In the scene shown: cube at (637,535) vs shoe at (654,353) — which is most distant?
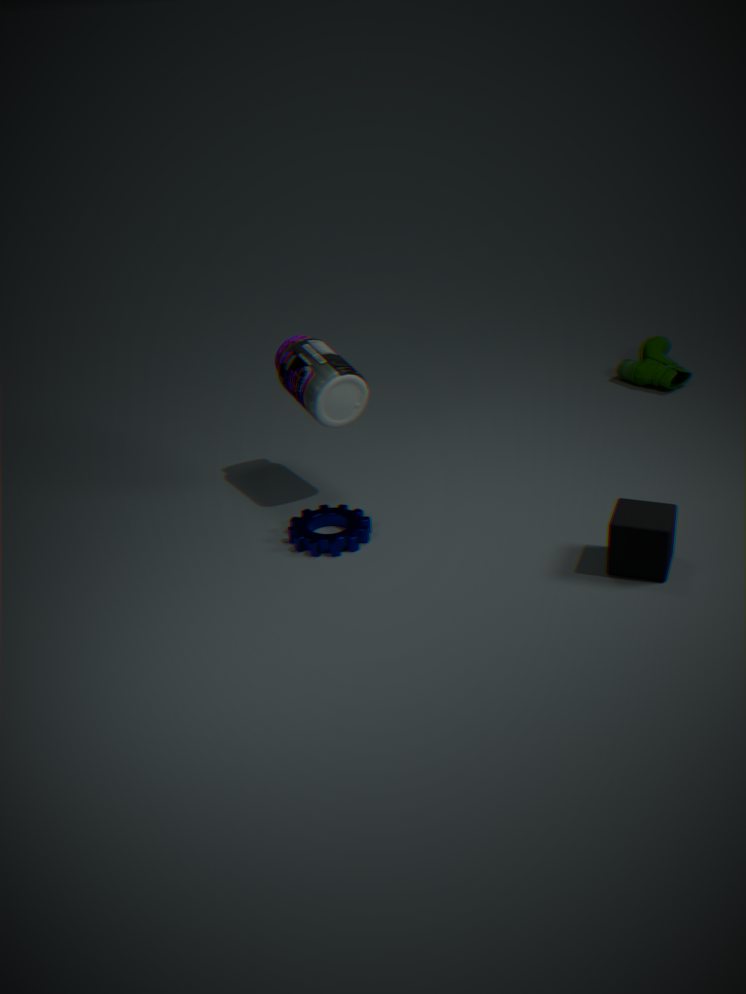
shoe at (654,353)
